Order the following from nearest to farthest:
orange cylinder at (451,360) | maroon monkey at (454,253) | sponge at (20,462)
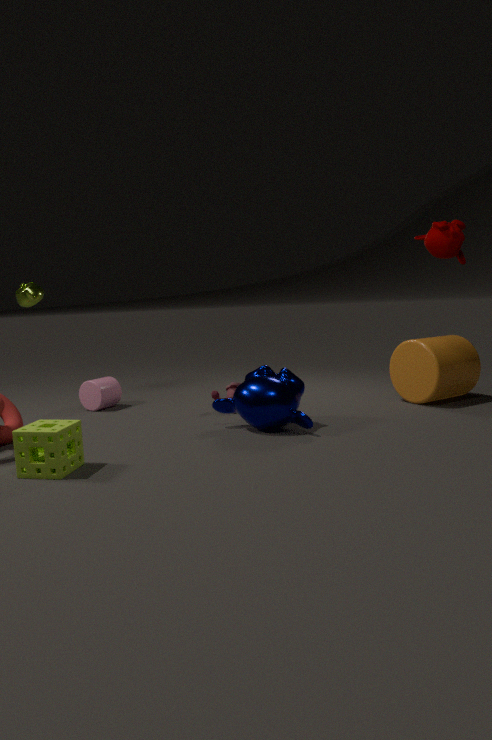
sponge at (20,462) → maroon monkey at (454,253) → orange cylinder at (451,360)
